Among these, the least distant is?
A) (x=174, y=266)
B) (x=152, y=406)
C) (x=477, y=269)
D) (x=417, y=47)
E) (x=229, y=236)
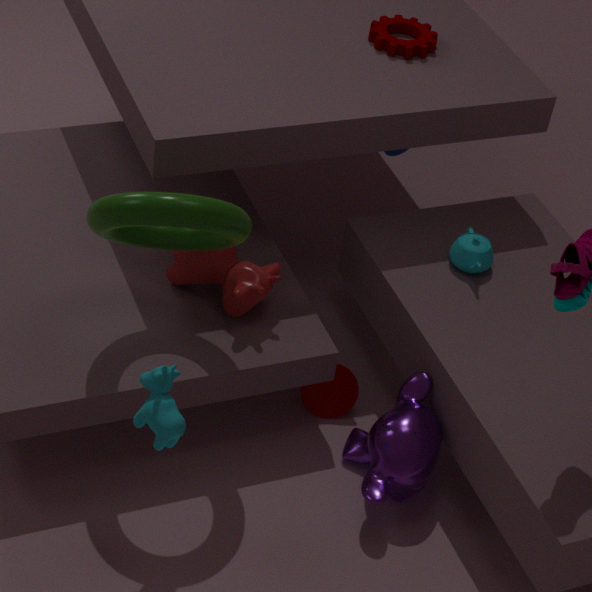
(x=152, y=406)
